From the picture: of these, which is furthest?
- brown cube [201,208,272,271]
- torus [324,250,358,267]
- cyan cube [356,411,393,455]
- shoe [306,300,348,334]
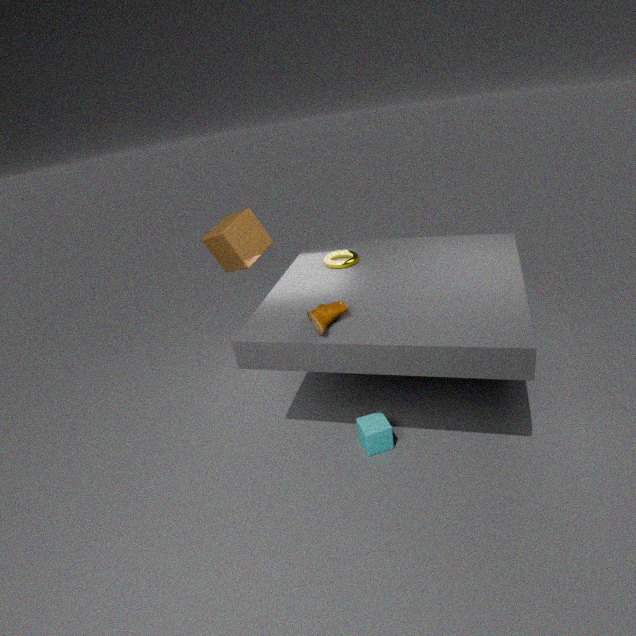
brown cube [201,208,272,271]
